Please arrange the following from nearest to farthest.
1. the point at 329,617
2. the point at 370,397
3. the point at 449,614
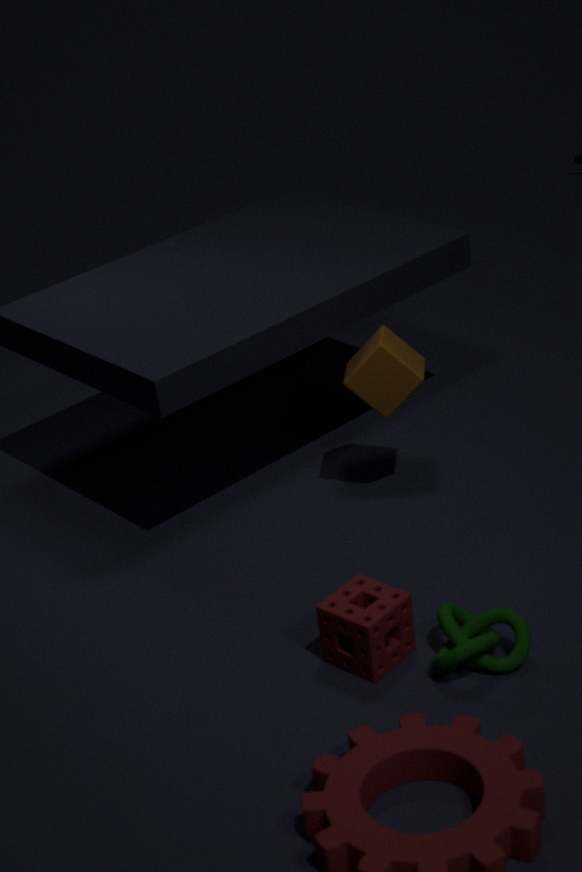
the point at 329,617
the point at 449,614
the point at 370,397
